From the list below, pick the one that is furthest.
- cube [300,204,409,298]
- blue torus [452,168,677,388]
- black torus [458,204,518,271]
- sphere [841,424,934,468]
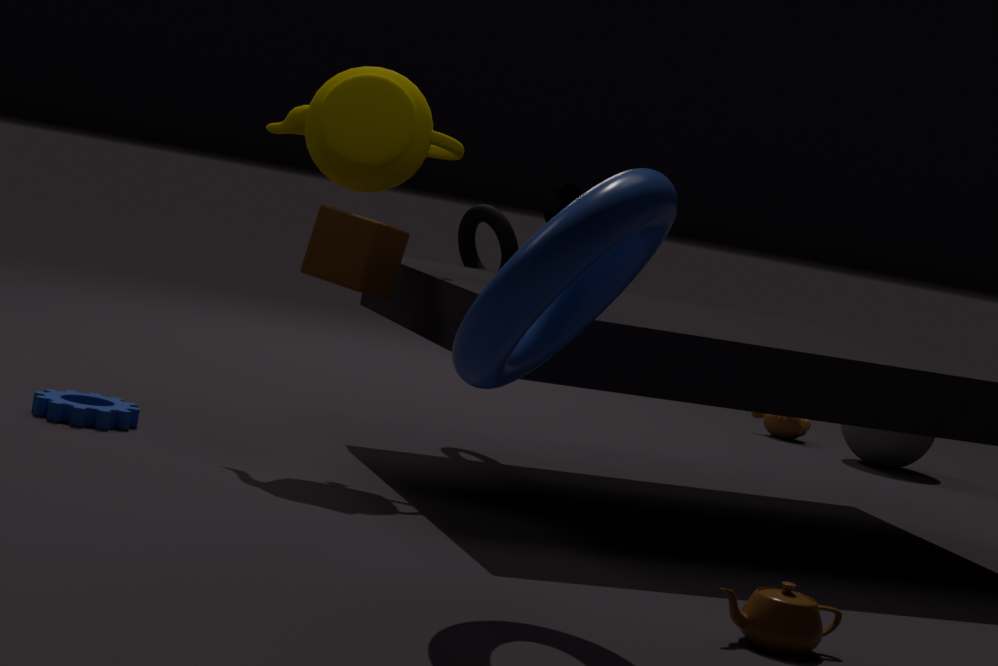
sphere [841,424,934,468]
